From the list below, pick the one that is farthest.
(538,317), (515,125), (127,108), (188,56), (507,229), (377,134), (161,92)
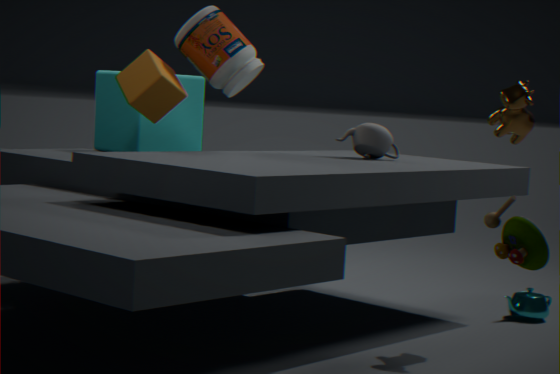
(127,108)
